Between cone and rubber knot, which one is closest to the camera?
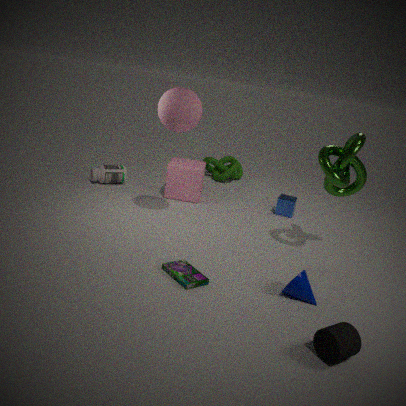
cone
